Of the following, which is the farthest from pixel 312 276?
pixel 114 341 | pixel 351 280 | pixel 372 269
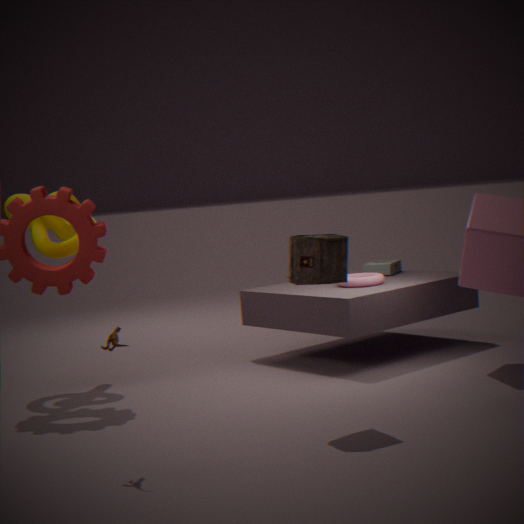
pixel 372 269
